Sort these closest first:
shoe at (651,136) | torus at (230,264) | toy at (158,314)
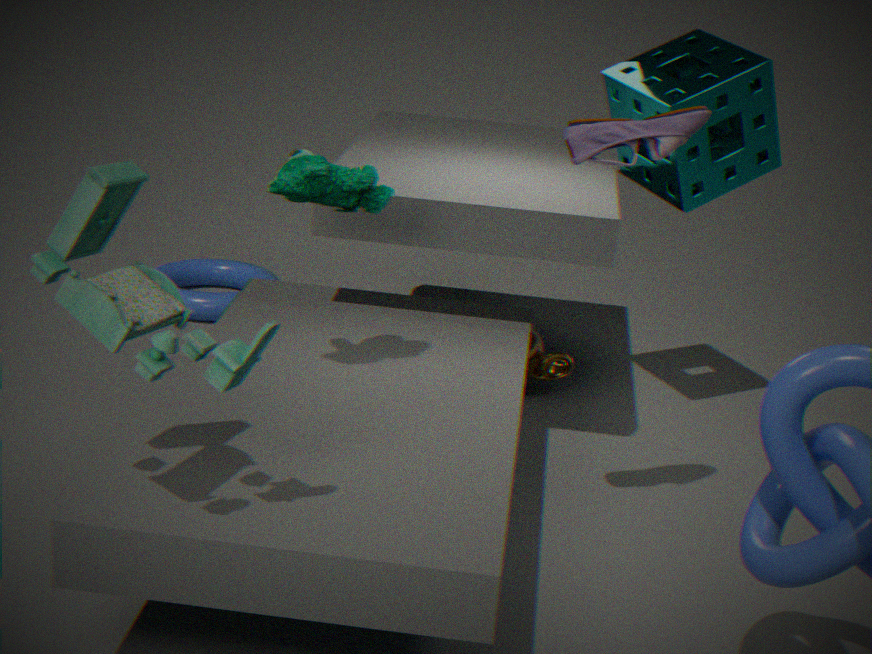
toy at (158,314)
shoe at (651,136)
torus at (230,264)
